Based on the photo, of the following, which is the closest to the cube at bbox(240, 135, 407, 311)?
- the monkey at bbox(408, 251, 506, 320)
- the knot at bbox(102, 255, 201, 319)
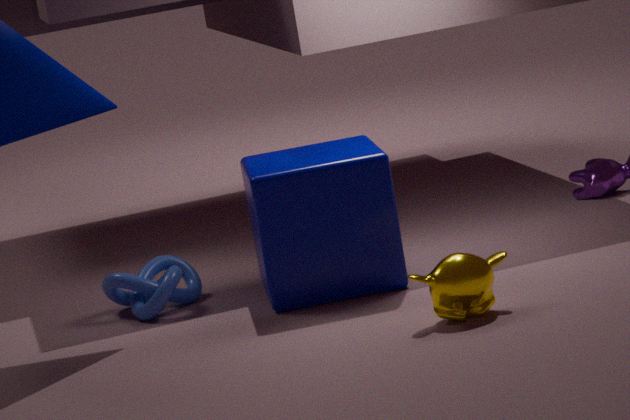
the knot at bbox(102, 255, 201, 319)
